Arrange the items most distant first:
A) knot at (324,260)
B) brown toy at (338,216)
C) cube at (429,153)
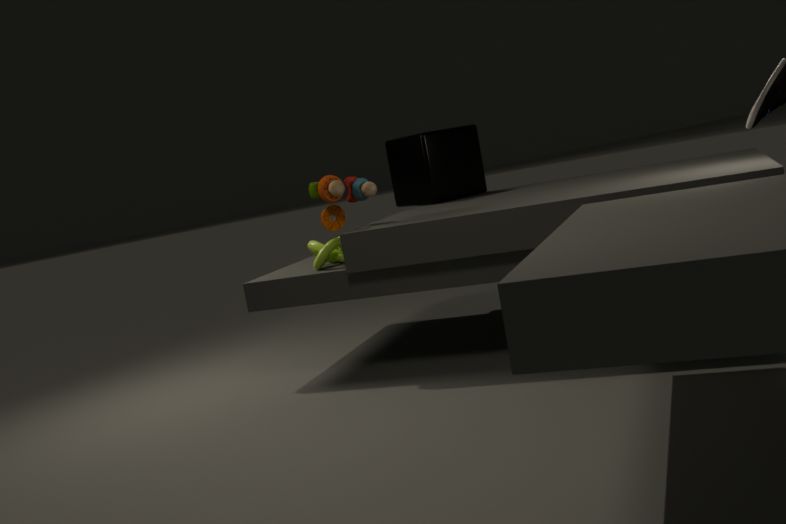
cube at (429,153), knot at (324,260), brown toy at (338,216)
